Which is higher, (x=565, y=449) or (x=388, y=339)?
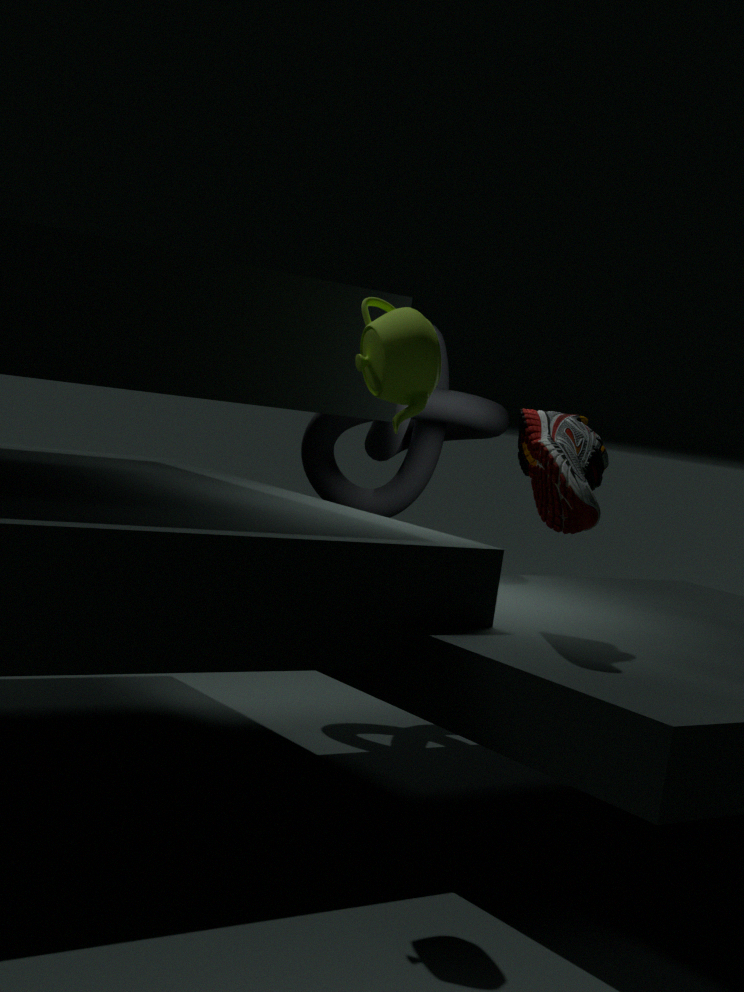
(x=388, y=339)
